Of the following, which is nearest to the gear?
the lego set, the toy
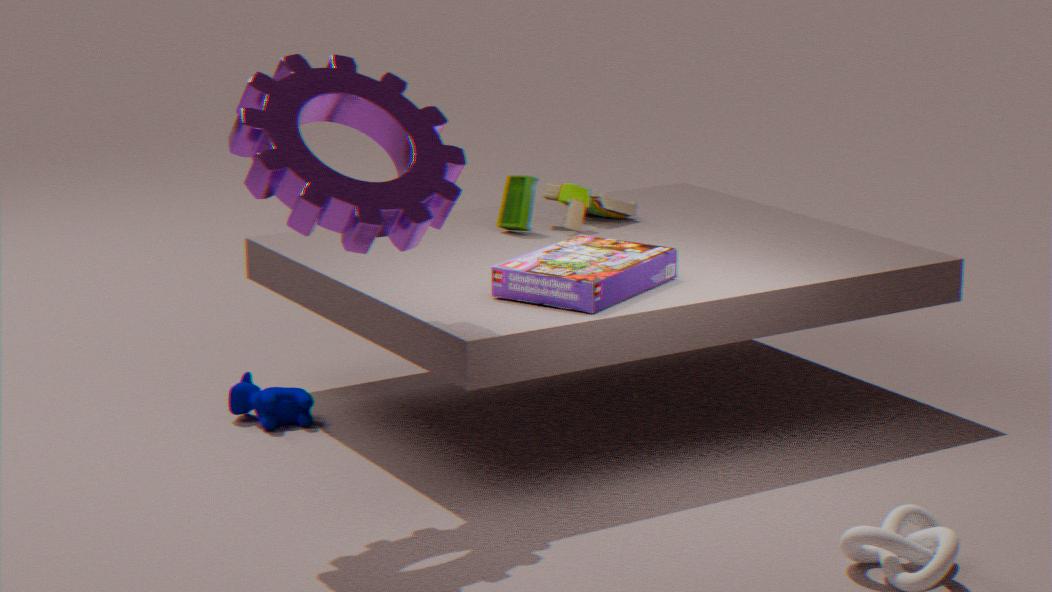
the lego set
